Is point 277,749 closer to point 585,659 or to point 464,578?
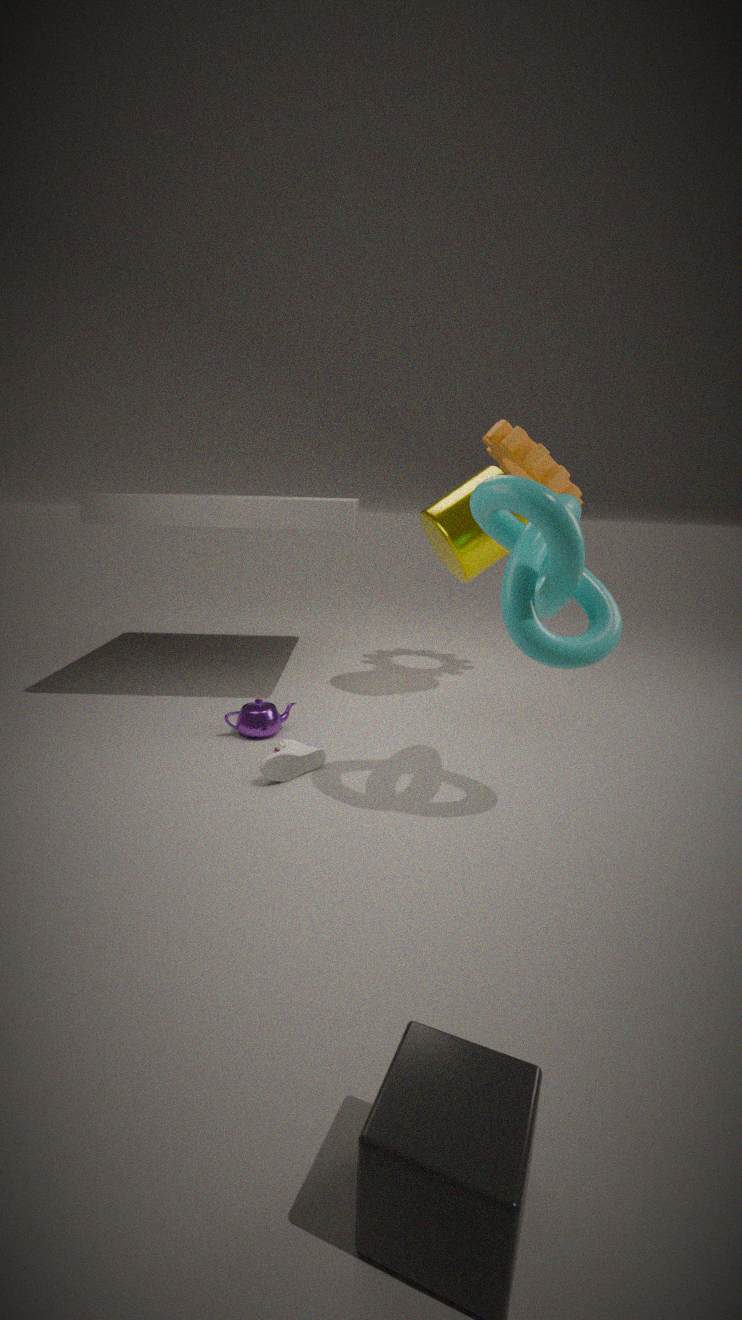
point 585,659
